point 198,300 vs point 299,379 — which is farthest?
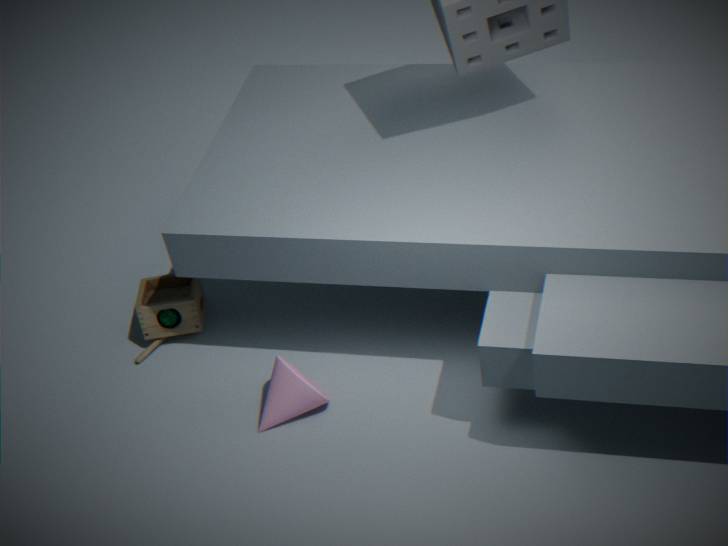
point 198,300
